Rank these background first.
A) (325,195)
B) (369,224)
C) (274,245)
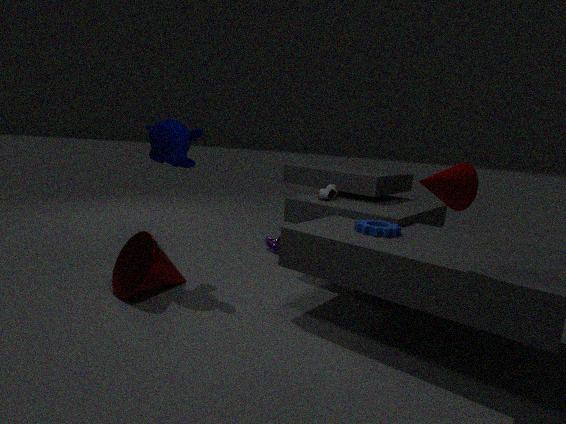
(274,245), (325,195), (369,224)
